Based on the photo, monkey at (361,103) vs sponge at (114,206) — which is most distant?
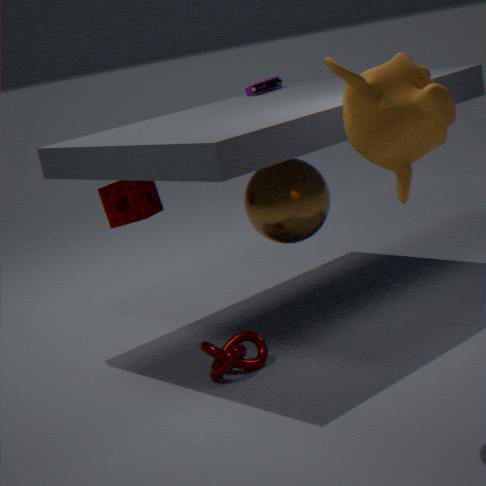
sponge at (114,206)
